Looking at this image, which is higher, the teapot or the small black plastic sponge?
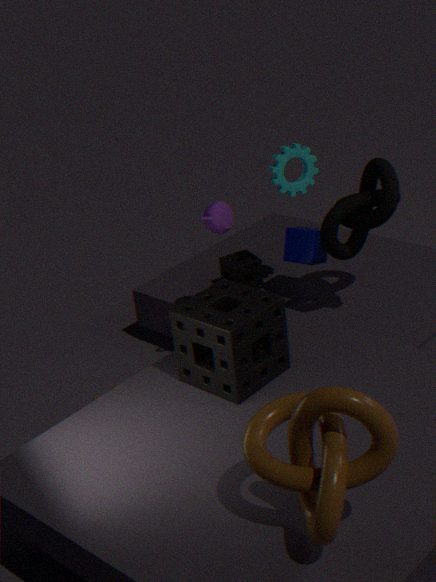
the teapot
